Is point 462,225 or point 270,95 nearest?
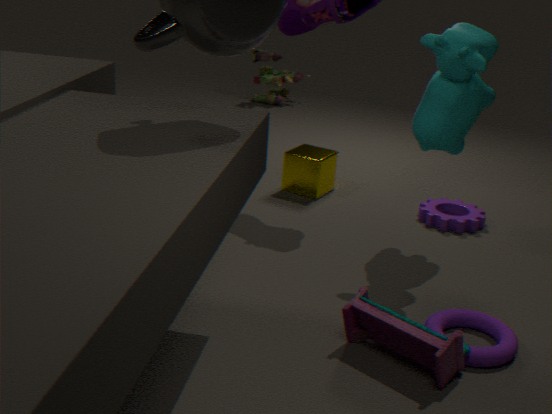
point 462,225
